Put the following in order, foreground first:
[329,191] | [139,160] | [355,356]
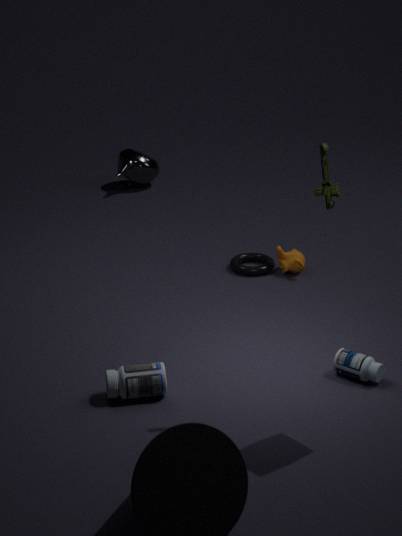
[329,191] < [355,356] < [139,160]
